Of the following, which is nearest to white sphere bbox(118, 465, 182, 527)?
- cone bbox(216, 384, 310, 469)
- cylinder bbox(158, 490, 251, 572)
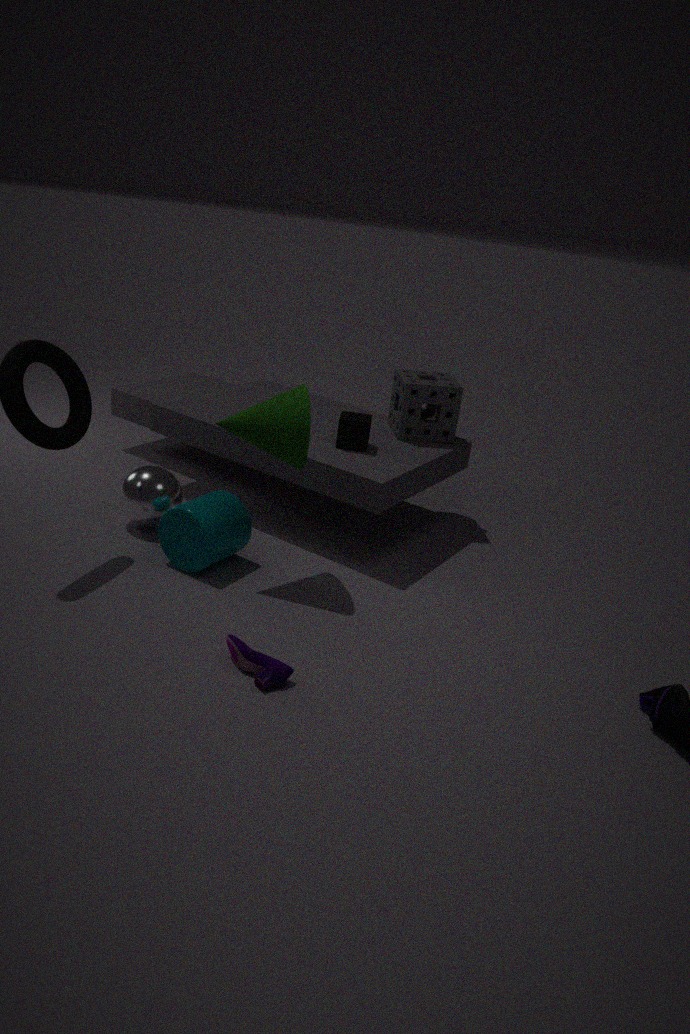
cylinder bbox(158, 490, 251, 572)
